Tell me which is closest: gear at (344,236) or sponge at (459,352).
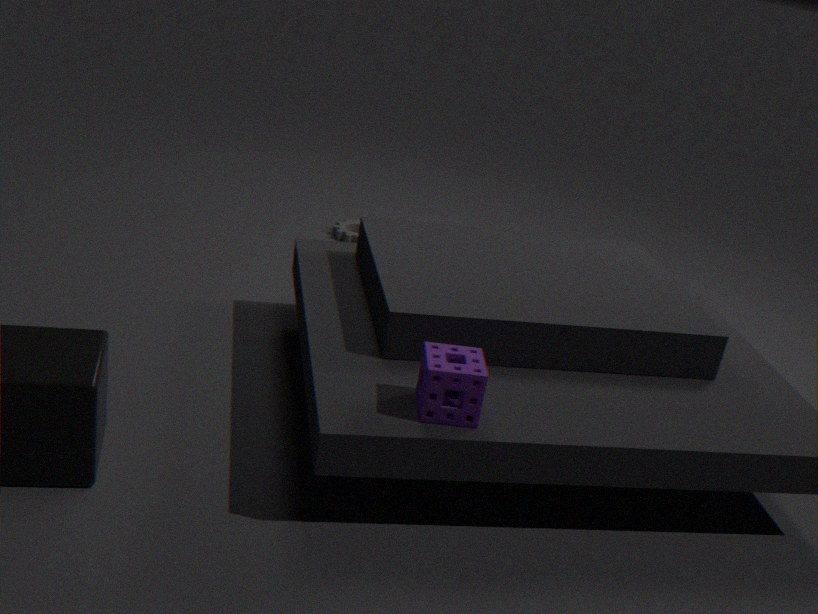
sponge at (459,352)
